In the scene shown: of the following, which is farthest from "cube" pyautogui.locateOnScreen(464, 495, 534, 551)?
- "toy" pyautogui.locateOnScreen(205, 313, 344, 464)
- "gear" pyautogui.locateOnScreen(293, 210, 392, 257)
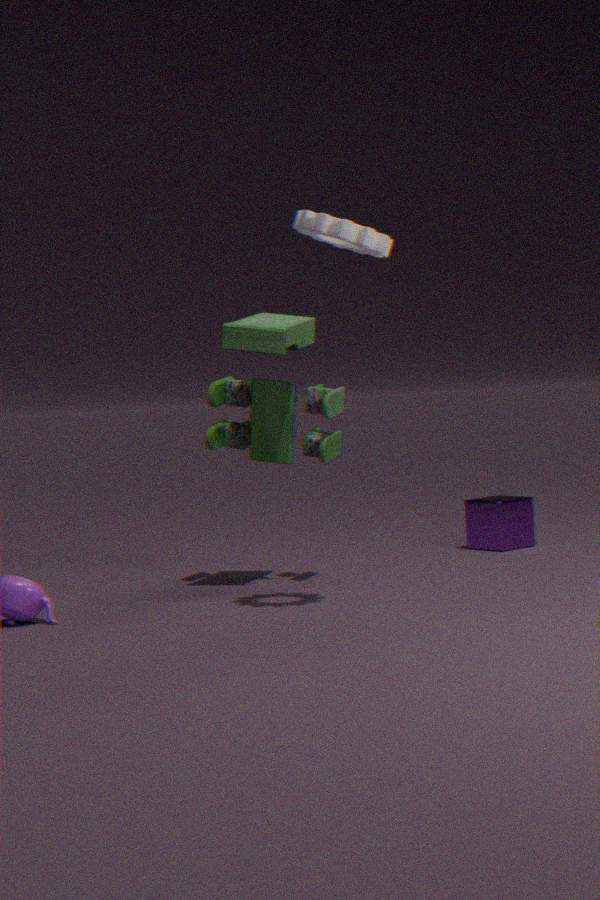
"gear" pyautogui.locateOnScreen(293, 210, 392, 257)
